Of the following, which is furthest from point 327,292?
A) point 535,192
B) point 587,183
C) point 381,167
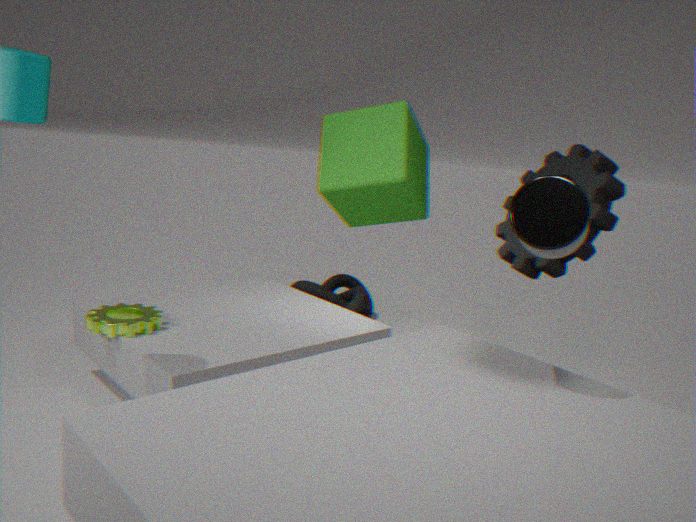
point 535,192
